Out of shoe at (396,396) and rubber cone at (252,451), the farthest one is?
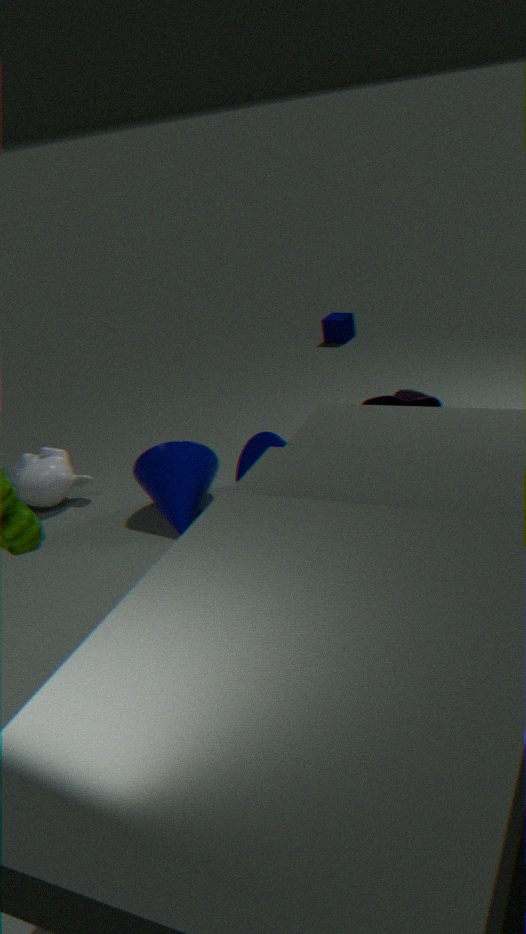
shoe at (396,396)
